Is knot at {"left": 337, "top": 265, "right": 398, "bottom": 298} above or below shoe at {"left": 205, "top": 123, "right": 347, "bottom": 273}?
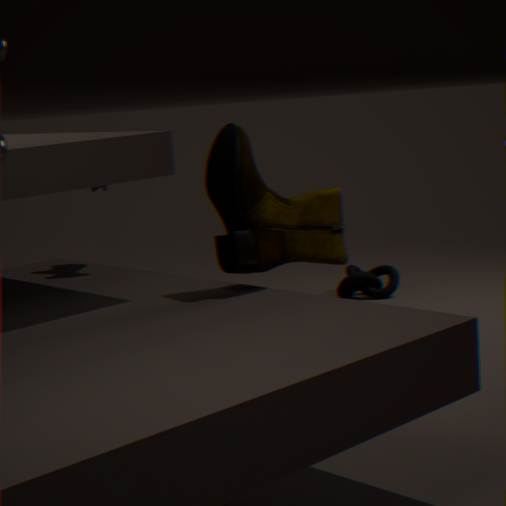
below
